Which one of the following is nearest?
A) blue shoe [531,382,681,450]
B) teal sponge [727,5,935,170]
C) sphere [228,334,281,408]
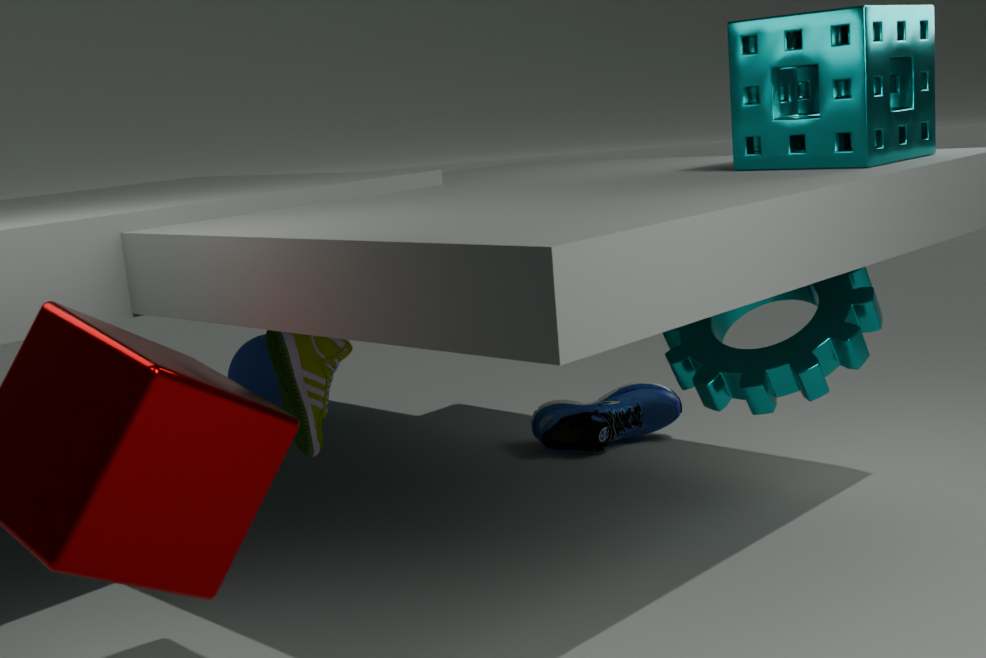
teal sponge [727,5,935,170]
